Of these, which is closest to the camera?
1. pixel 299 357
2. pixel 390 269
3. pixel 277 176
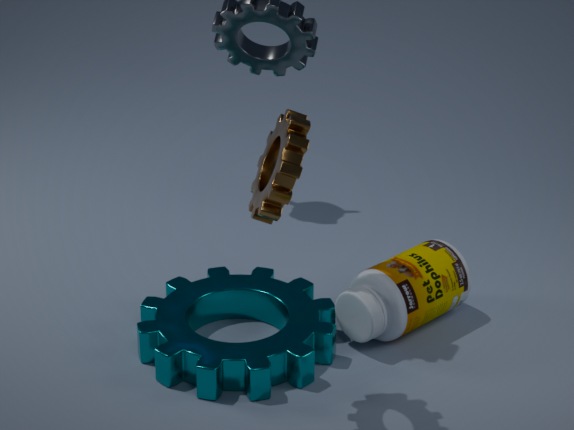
pixel 277 176
